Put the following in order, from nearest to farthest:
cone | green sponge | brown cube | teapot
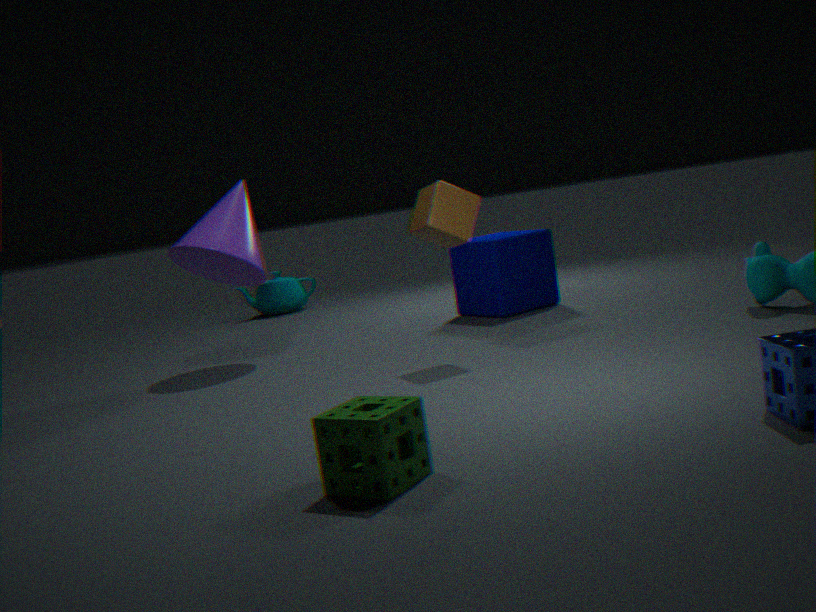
green sponge, brown cube, cone, teapot
